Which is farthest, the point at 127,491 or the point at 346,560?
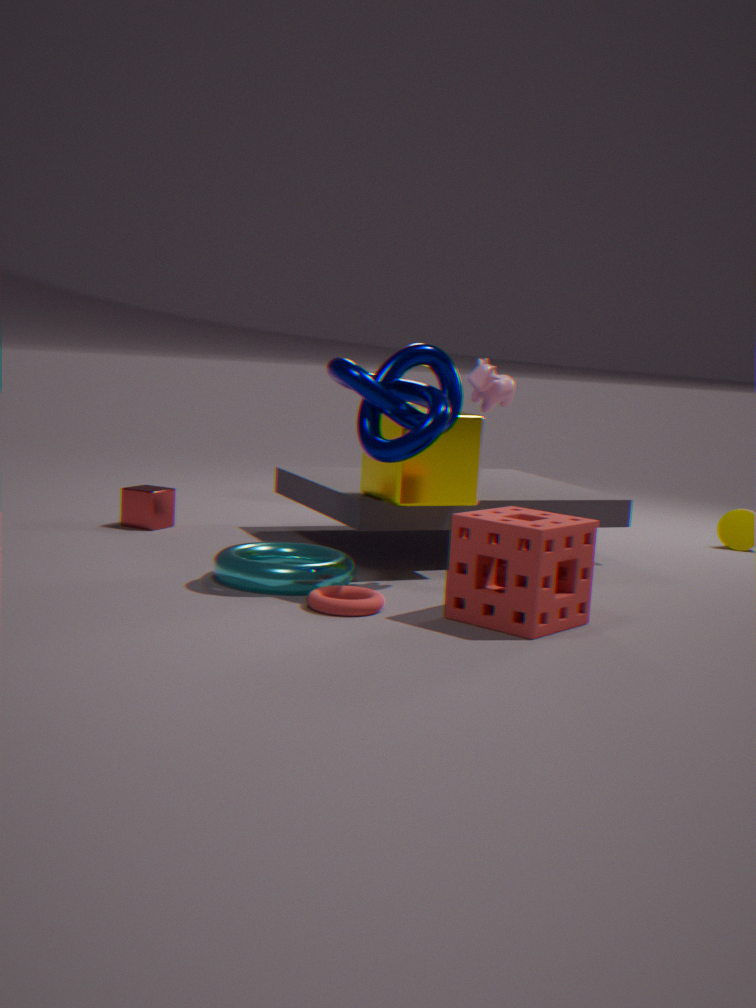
the point at 127,491
